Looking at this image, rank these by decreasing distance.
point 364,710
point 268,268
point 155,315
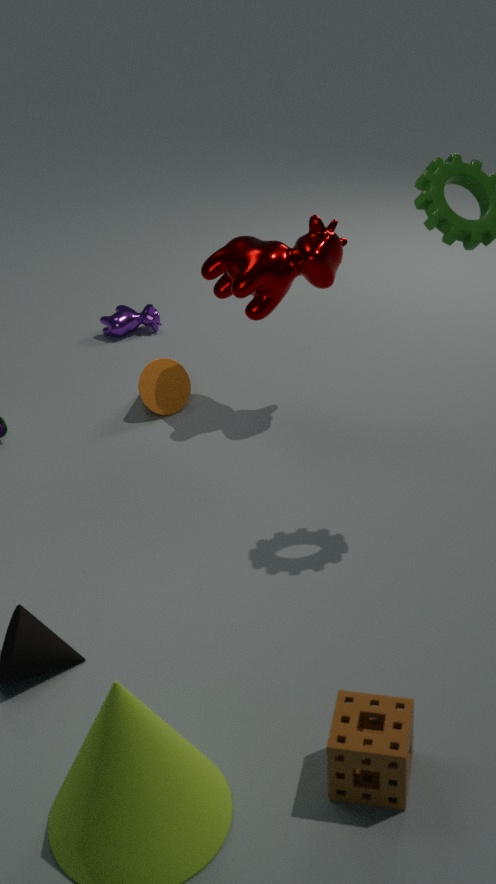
point 155,315
point 268,268
point 364,710
